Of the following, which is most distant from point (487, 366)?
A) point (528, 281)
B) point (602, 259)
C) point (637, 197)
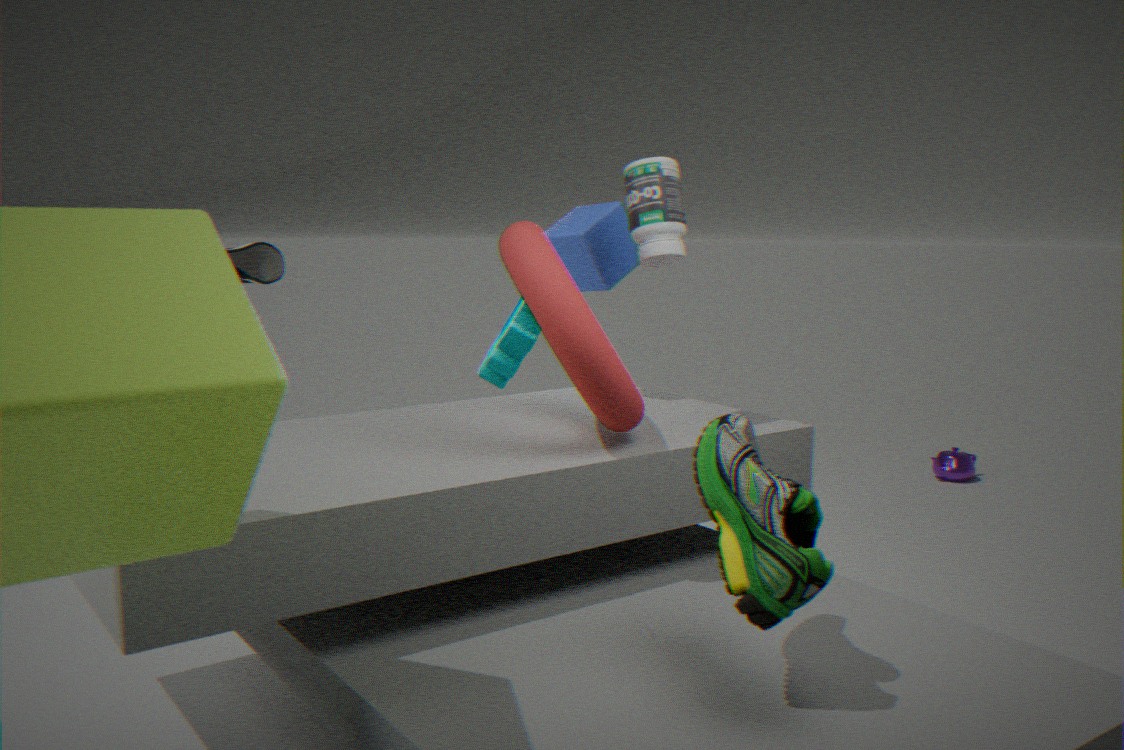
point (528, 281)
